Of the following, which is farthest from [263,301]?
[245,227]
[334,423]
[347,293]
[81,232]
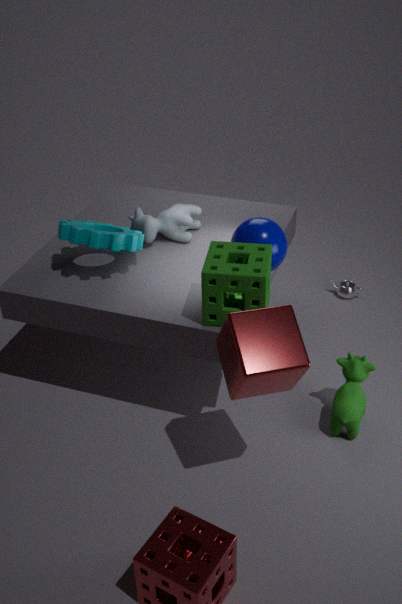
[347,293]
